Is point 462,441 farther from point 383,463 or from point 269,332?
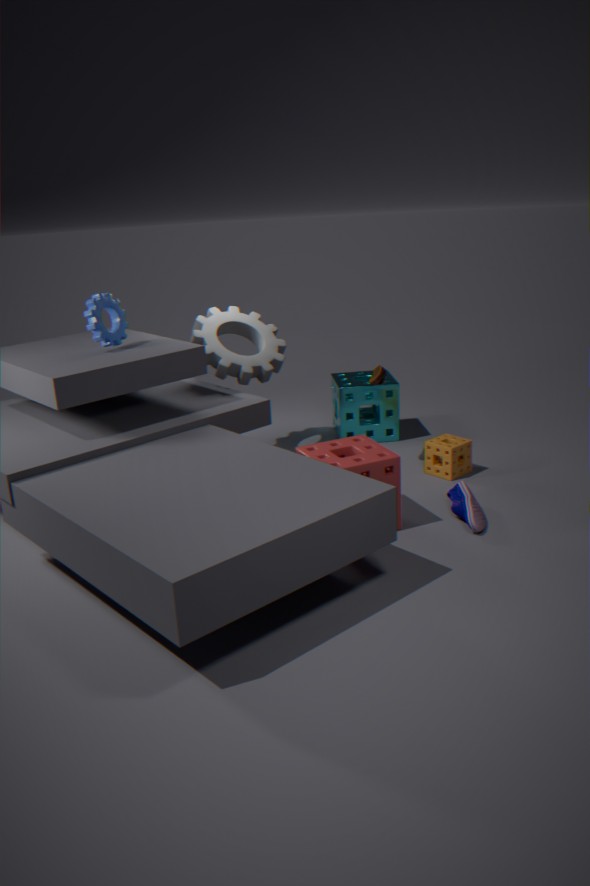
point 269,332
